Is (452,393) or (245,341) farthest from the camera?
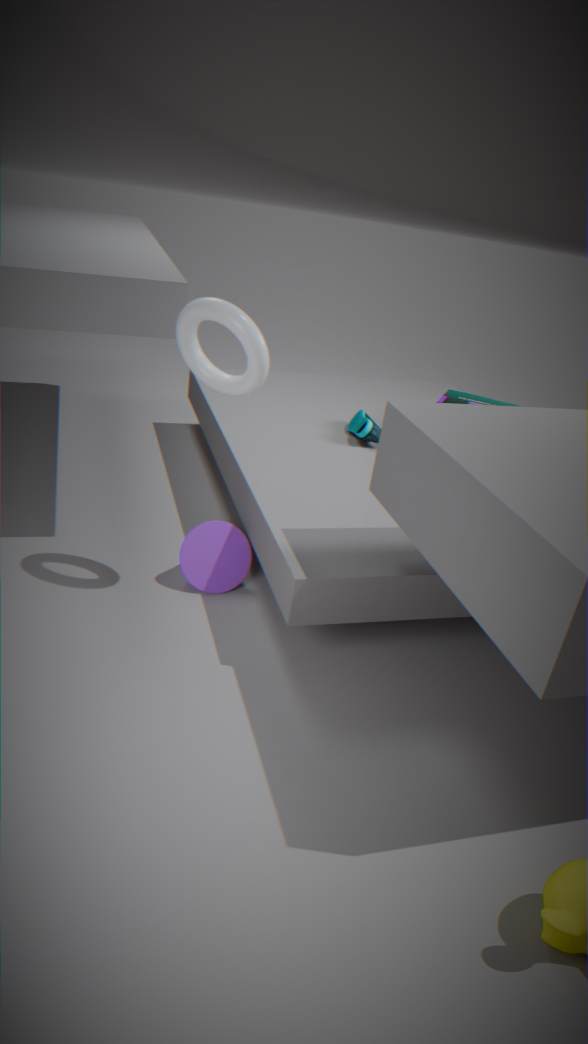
(452,393)
